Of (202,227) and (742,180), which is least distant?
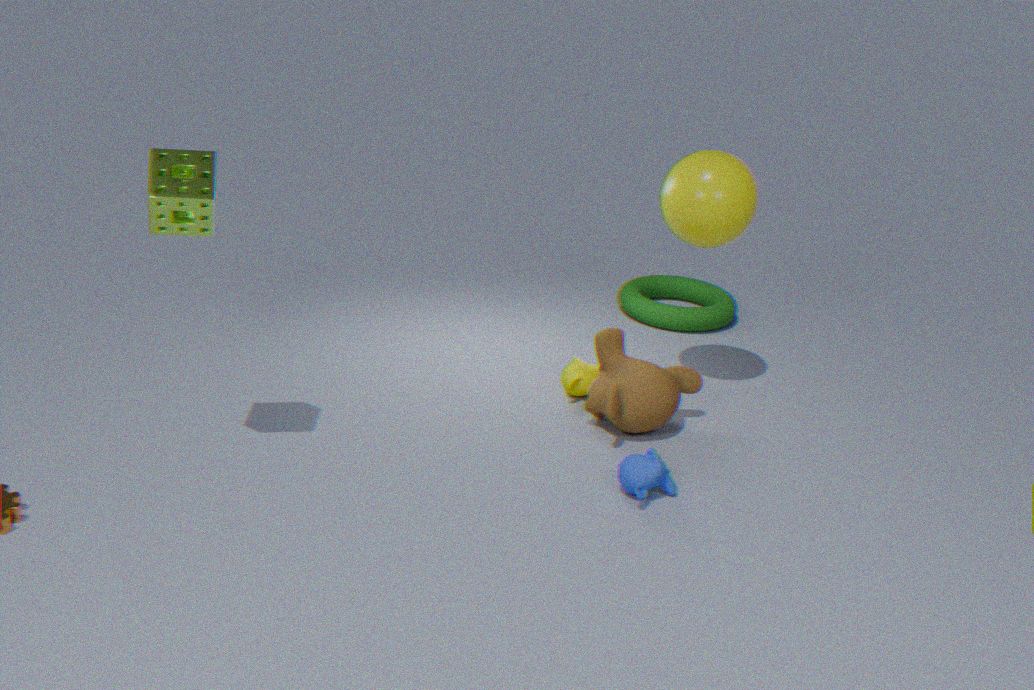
(202,227)
